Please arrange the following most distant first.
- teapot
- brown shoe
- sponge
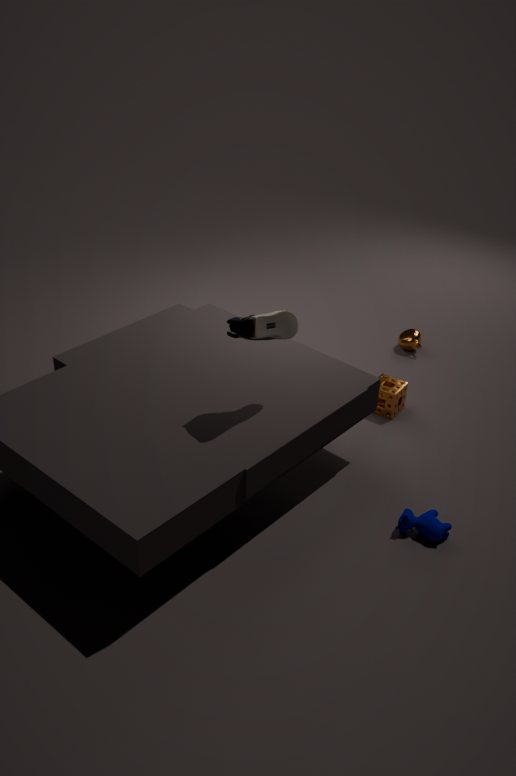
teapot → sponge → brown shoe
